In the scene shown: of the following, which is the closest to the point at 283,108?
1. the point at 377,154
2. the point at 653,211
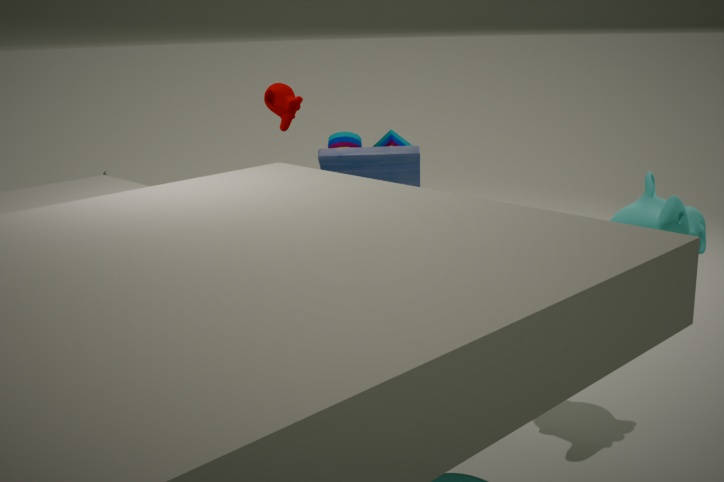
the point at 377,154
